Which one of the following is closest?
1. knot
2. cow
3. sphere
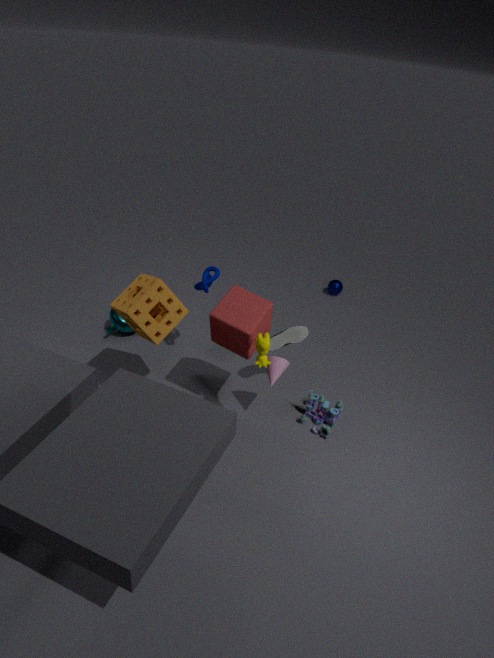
cow
